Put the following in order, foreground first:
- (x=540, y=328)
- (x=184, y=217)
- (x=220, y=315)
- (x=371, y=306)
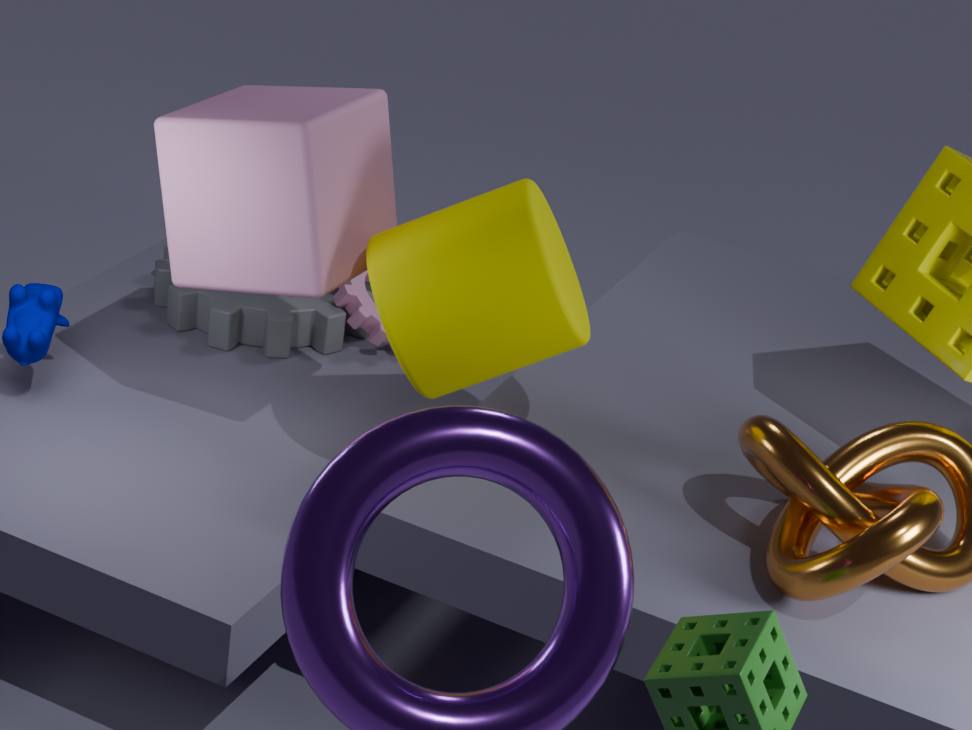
(x=540, y=328)
(x=184, y=217)
(x=220, y=315)
(x=371, y=306)
